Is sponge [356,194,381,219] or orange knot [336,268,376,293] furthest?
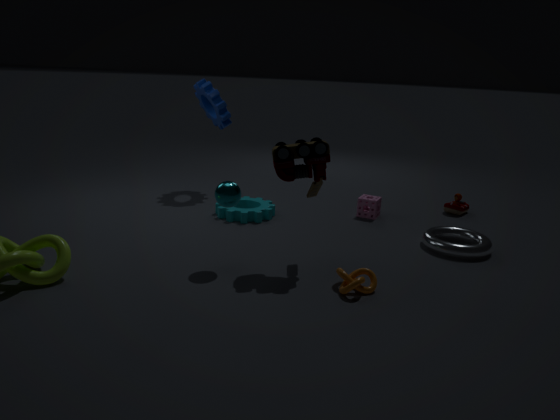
sponge [356,194,381,219]
